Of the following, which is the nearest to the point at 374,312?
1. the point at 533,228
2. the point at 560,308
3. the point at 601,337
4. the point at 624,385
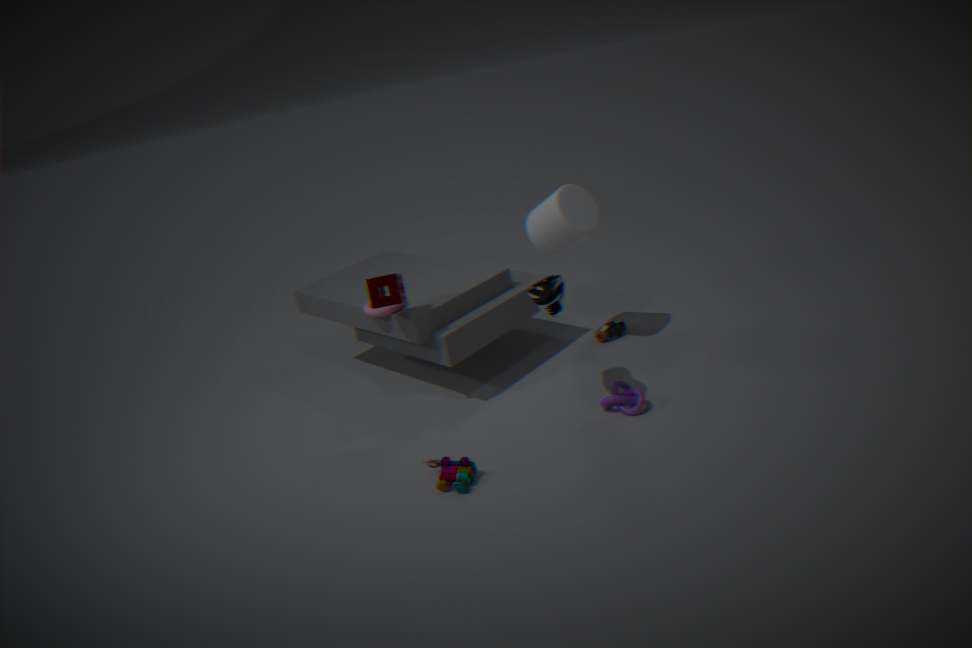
the point at 560,308
